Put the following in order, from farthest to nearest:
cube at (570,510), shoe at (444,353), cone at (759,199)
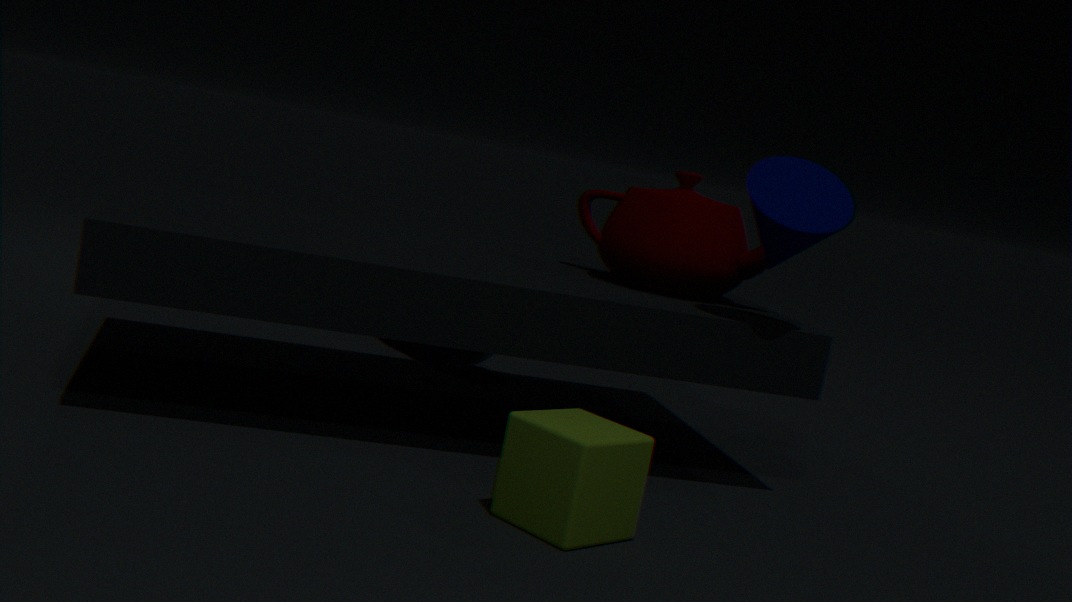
shoe at (444,353) → cone at (759,199) → cube at (570,510)
